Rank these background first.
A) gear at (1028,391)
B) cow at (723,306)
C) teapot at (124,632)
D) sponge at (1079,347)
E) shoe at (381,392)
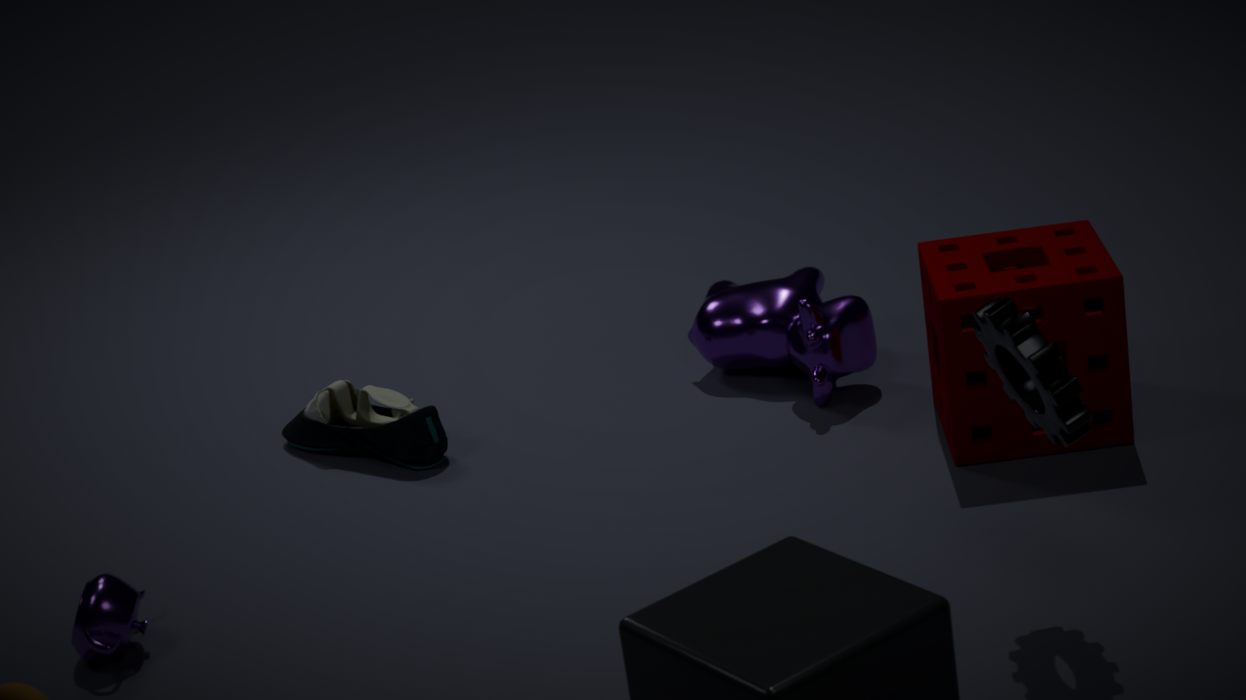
A: shoe at (381,392), cow at (723,306), sponge at (1079,347), teapot at (124,632), gear at (1028,391)
